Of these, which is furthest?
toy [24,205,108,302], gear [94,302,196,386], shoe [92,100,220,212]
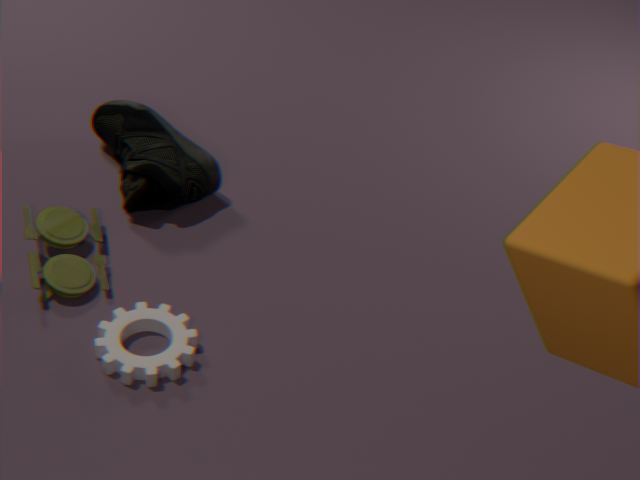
shoe [92,100,220,212]
